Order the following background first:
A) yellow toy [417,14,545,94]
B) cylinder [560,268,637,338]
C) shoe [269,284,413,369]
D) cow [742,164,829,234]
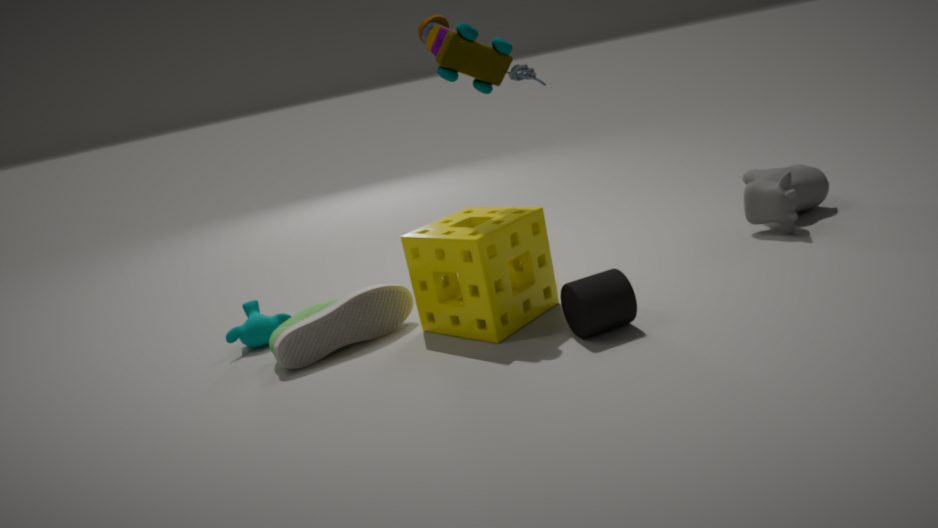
cow [742,164,829,234]
shoe [269,284,413,369]
yellow toy [417,14,545,94]
cylinder [560,268,637,338]
